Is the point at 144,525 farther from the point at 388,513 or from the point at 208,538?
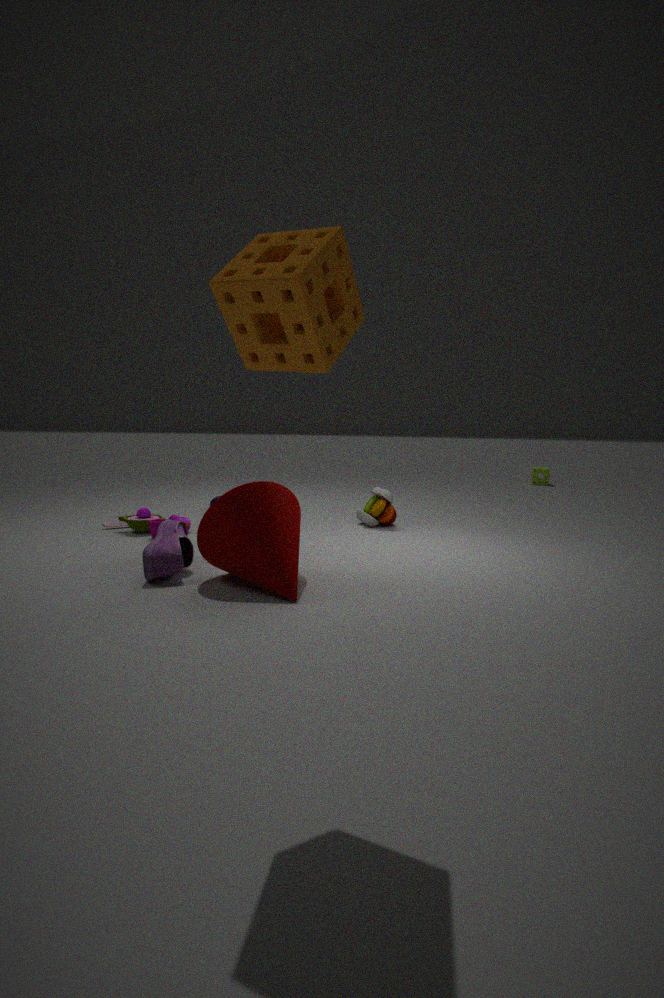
the point at 388,513
